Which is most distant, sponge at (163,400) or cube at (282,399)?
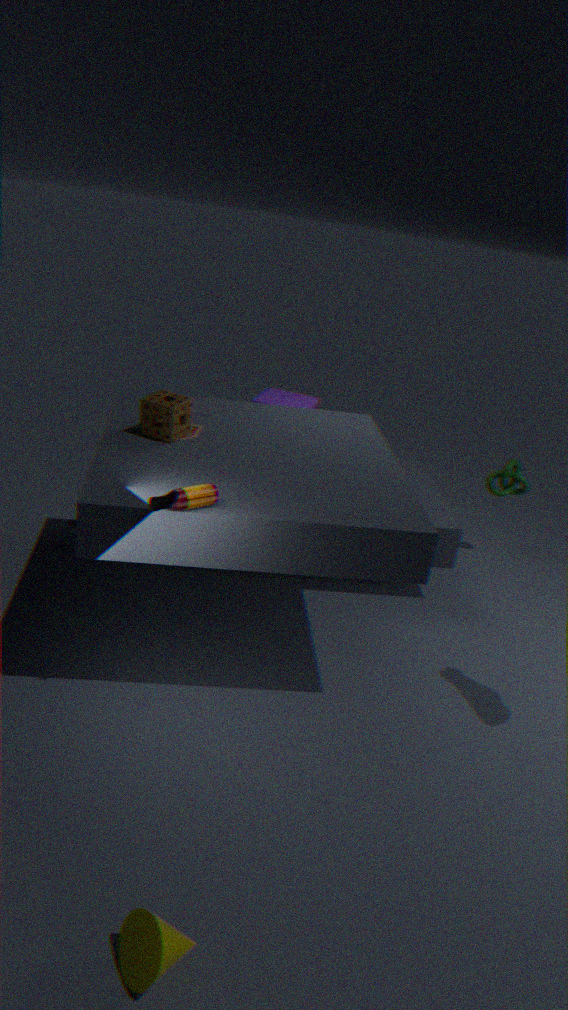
cube at (282,399)
